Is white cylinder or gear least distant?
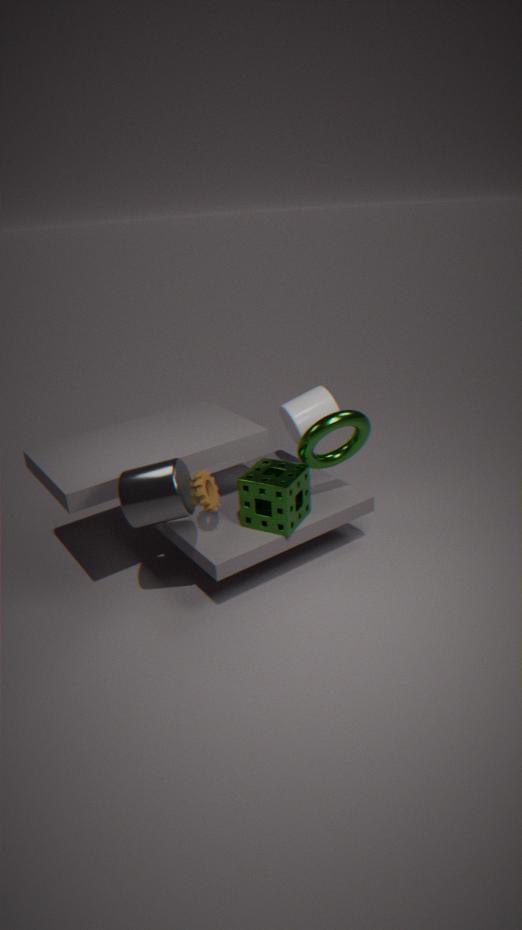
gear
